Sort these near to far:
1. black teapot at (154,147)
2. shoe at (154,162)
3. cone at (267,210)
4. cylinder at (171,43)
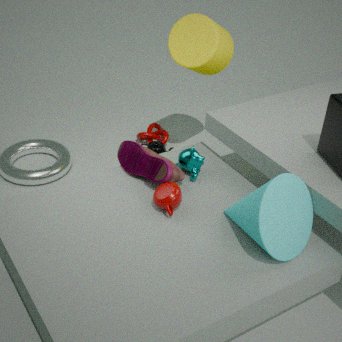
cone at (267,210), shoe at (154,162), cylinder at (171,43), black teapot at (154,147)
